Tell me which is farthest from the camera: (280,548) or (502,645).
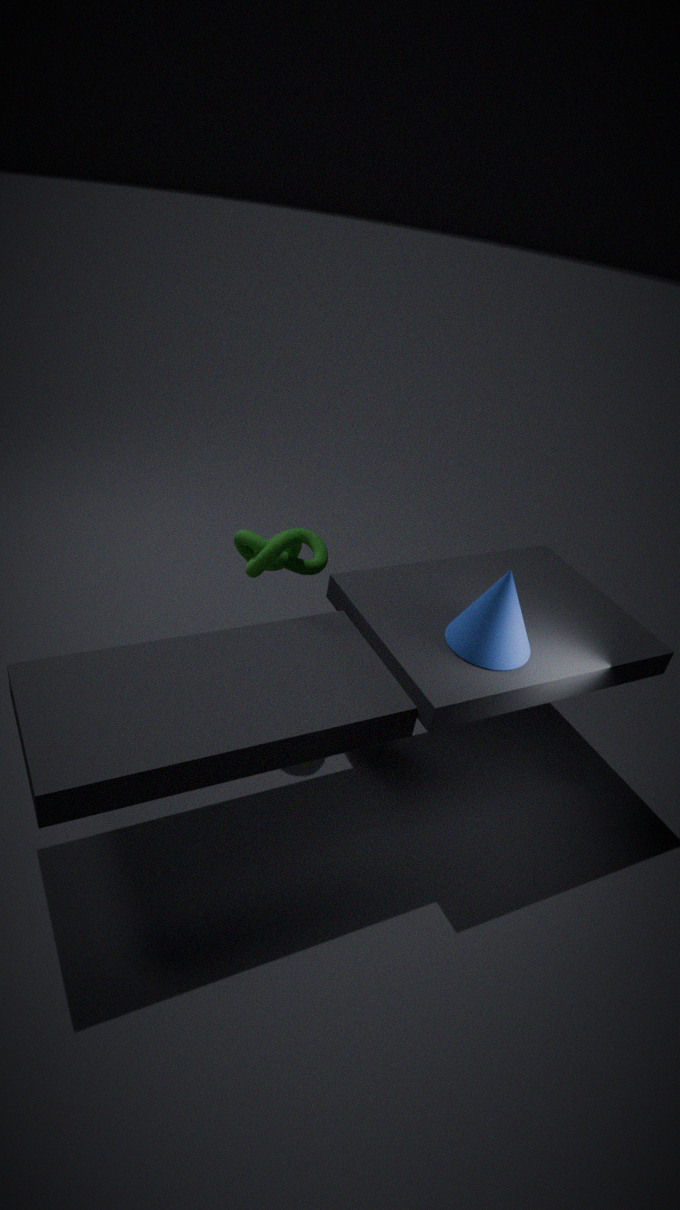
(280,548)
